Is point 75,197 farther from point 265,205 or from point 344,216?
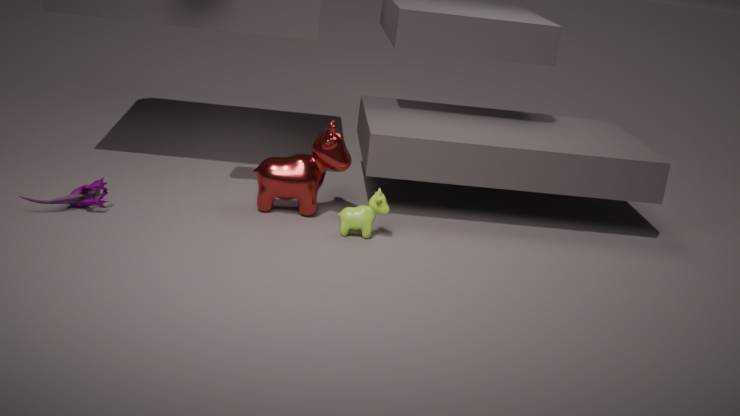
point 344,216
